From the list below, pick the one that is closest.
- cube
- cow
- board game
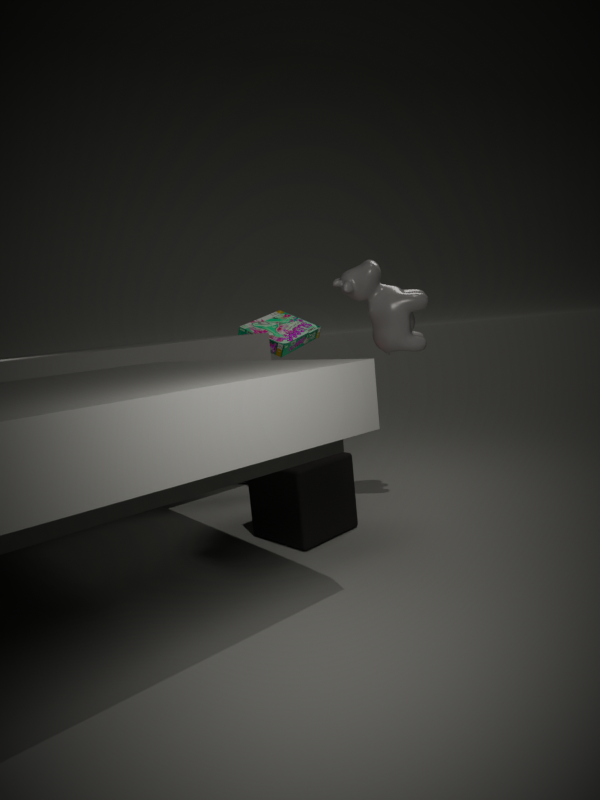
cube
